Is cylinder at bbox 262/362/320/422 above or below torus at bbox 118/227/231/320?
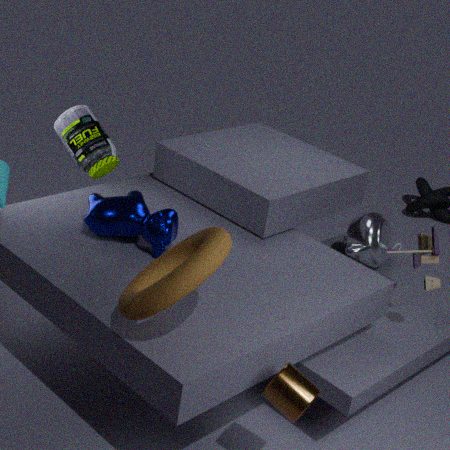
below
